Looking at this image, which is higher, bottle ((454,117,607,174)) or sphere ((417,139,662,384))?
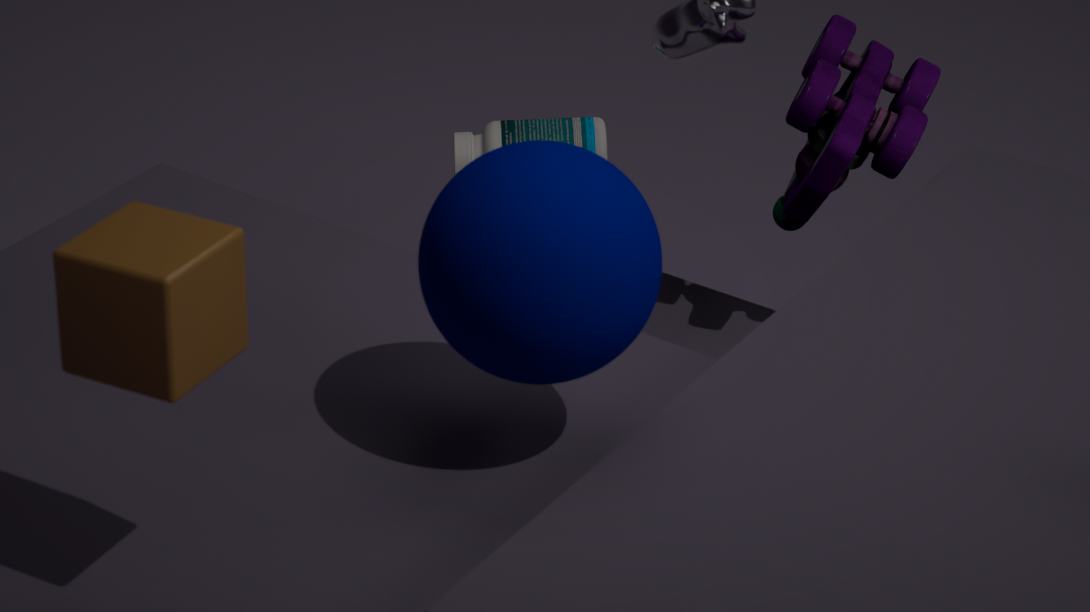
sphere ((417,139,662,384))
